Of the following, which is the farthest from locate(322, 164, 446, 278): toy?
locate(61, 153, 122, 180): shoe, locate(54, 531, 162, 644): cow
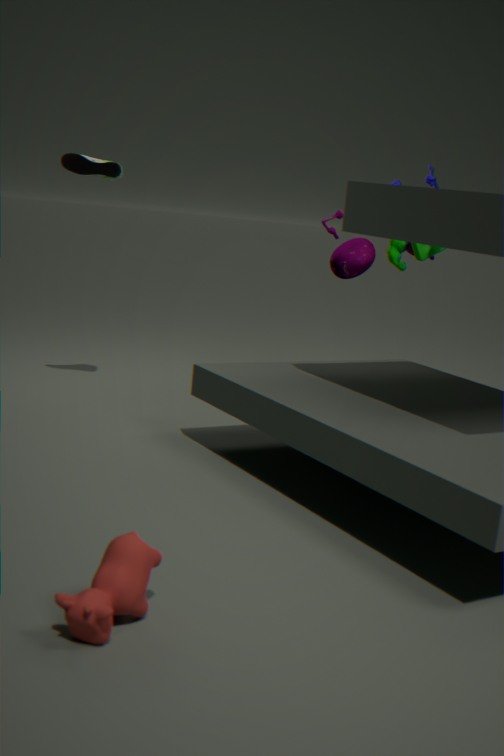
locate(54, 531, 162, 644): cow
